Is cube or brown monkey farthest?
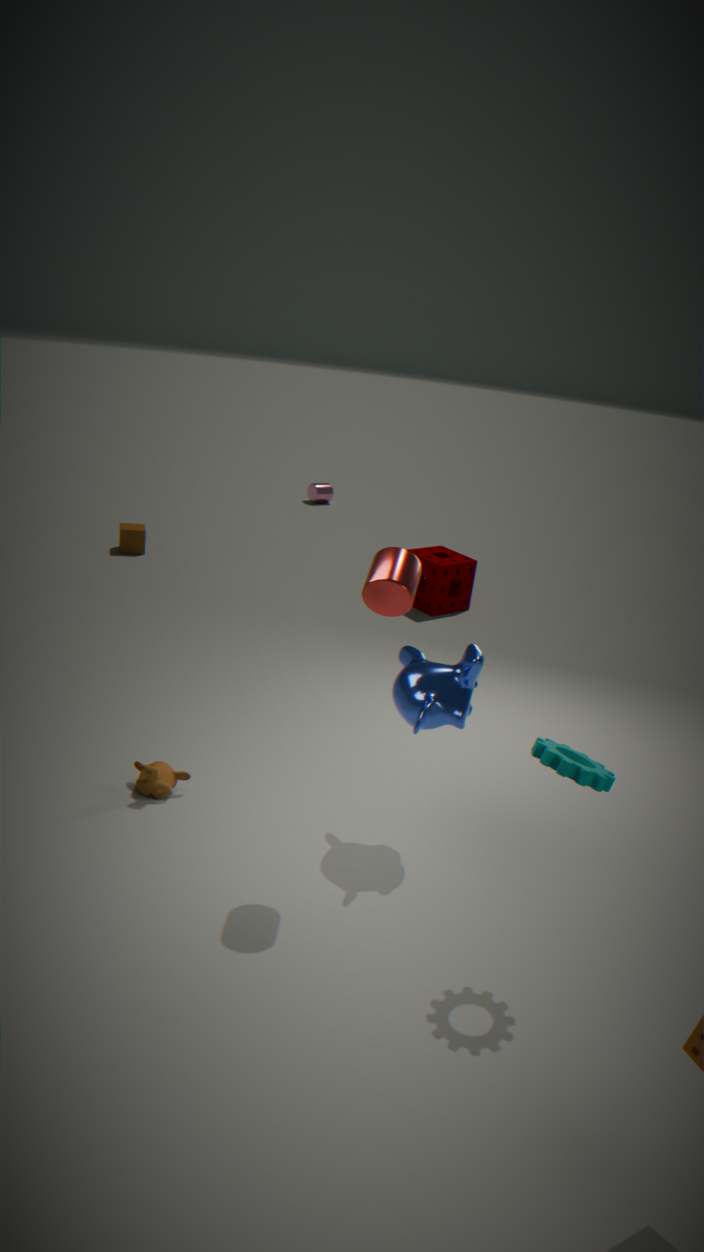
cube
